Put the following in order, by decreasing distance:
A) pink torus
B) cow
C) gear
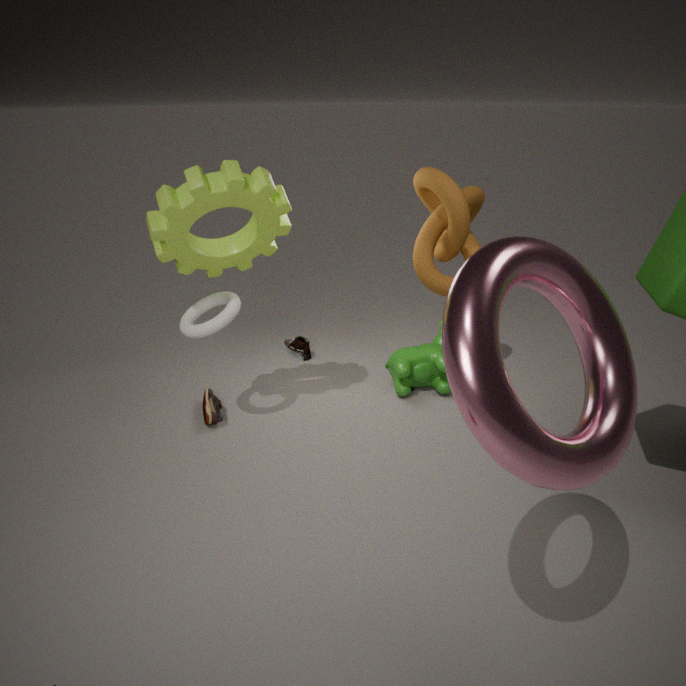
1. cow
2. gear
3. pink torus
